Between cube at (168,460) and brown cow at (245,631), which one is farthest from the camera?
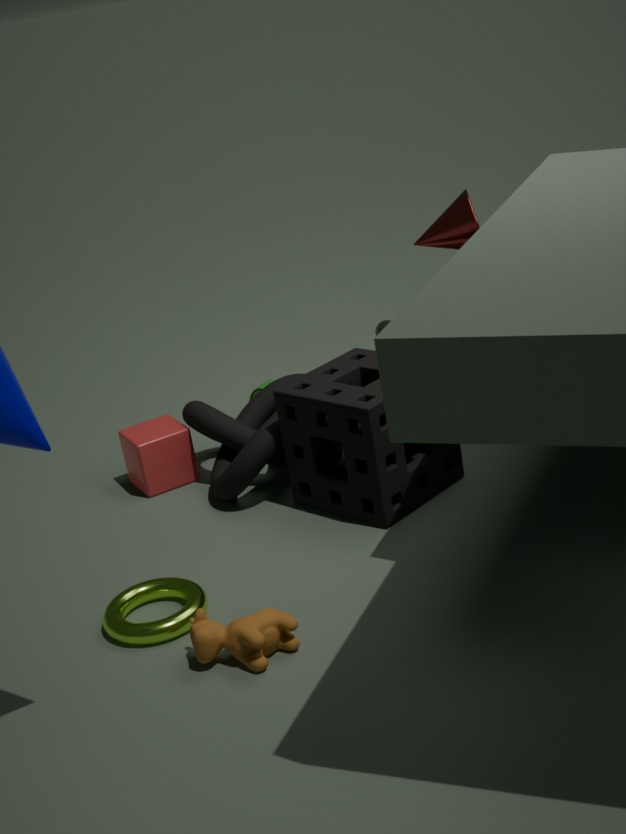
cube at (168,460)
